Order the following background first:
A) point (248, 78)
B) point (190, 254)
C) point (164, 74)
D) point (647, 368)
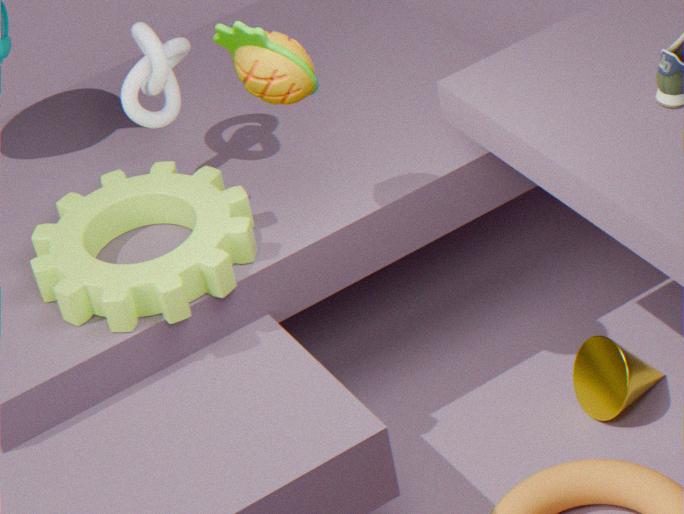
1. point (647, 368)
2. point (164, 74)
3. point (190, 254)
4. point (248, 78)
